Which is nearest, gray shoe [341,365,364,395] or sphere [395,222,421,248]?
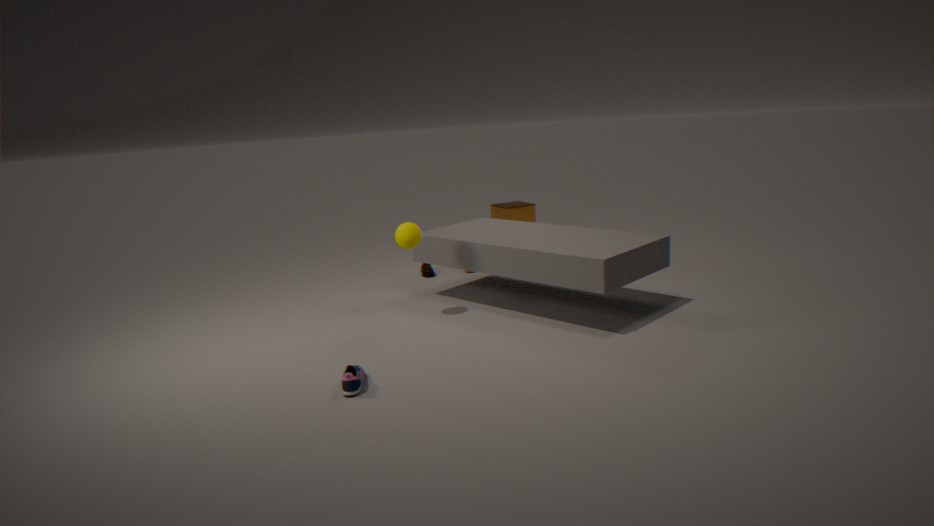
gray shoe [341,365,364,395]
